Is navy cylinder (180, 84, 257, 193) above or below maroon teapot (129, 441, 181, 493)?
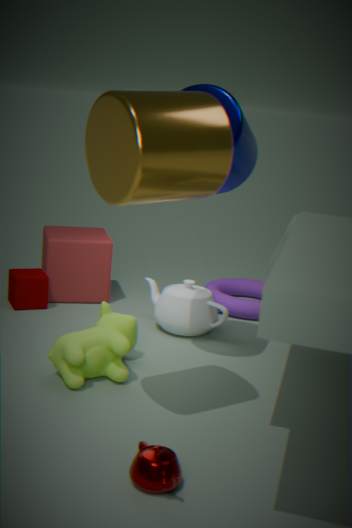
above
